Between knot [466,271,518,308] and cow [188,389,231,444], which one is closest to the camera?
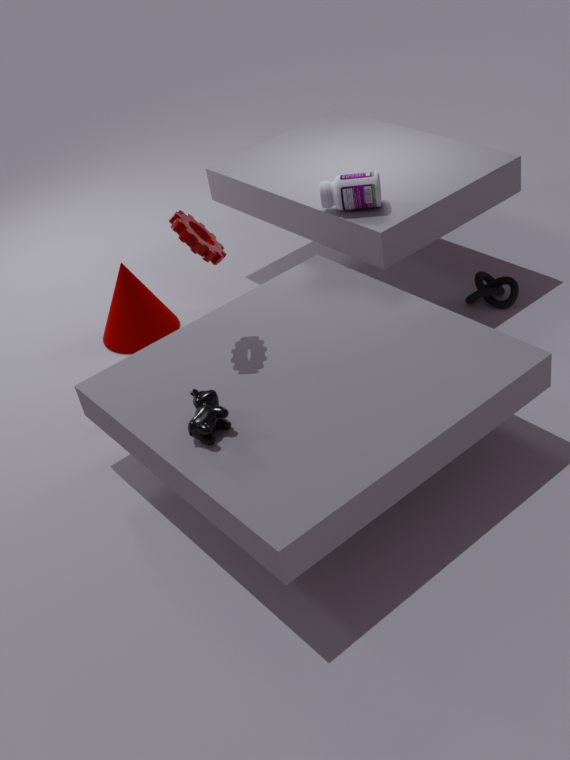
cow [188,389,231,444]
